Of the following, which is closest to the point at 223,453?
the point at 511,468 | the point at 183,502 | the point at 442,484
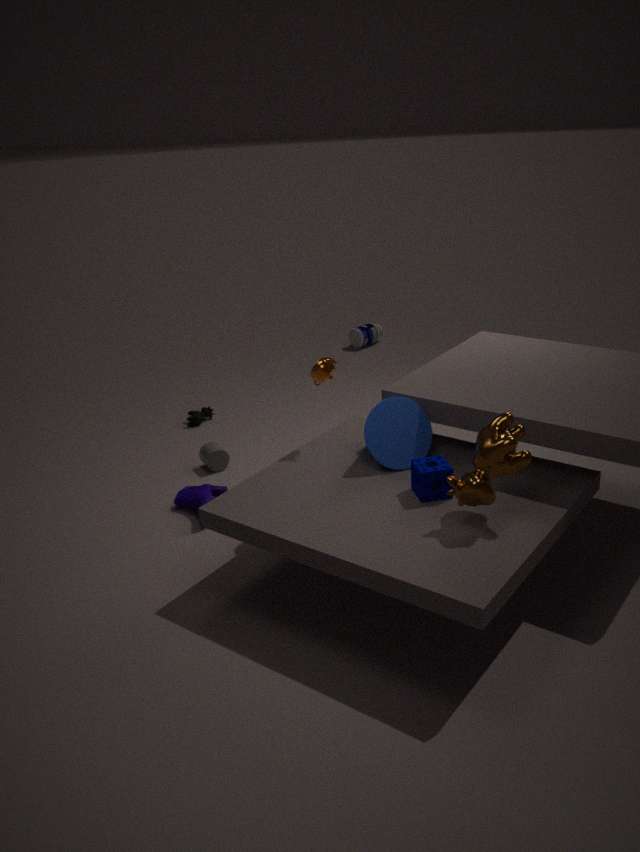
the point at 183,502
